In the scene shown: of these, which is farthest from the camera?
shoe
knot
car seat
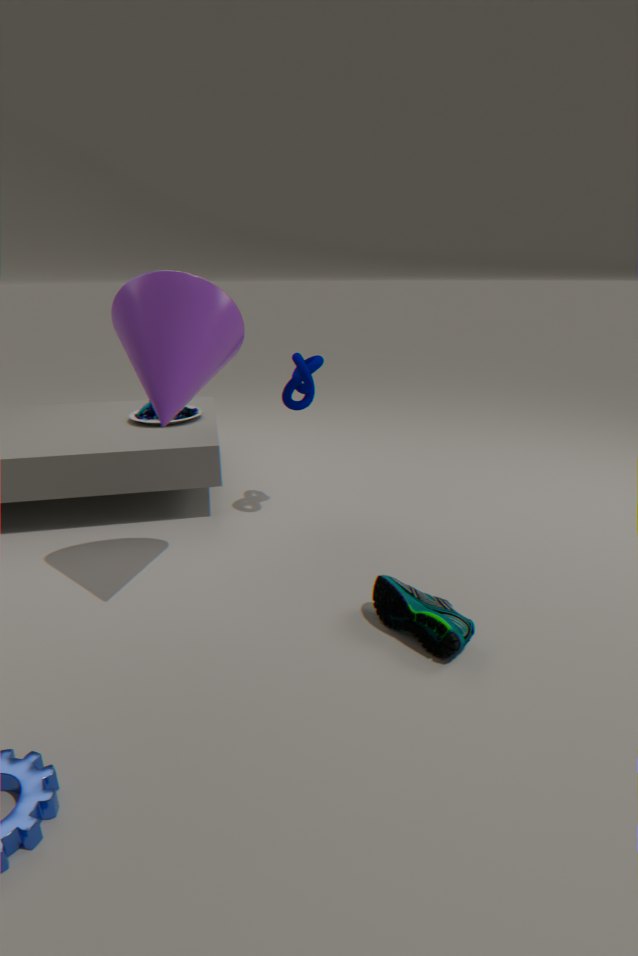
car seat
